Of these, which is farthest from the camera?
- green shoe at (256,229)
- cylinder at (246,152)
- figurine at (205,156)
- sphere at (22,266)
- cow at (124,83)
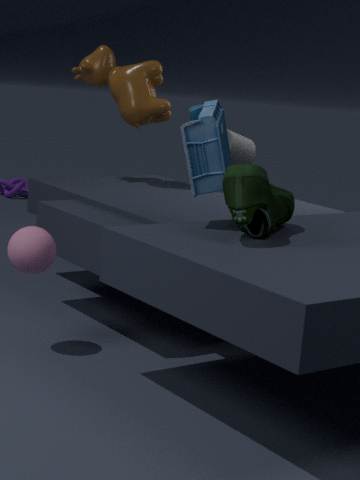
cylinder at (246,152)
